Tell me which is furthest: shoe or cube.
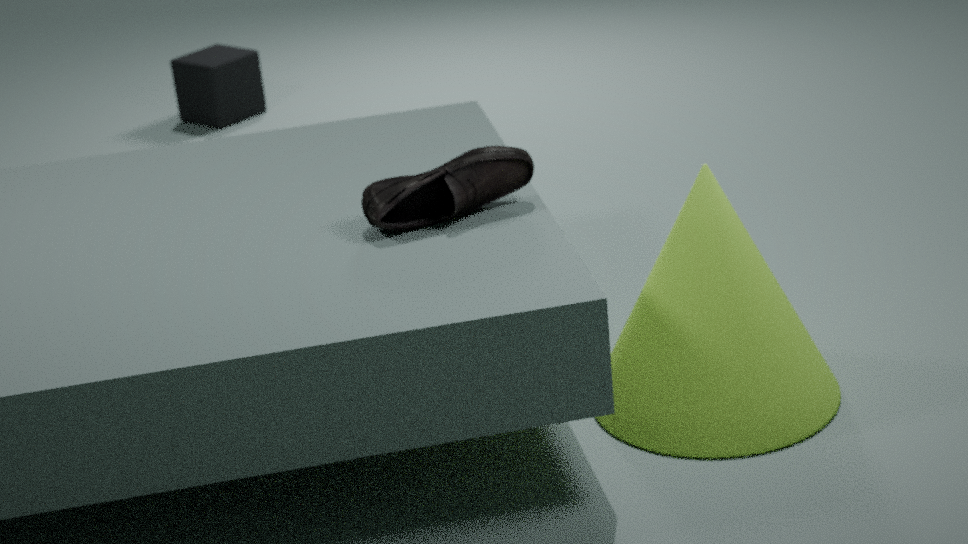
cube
